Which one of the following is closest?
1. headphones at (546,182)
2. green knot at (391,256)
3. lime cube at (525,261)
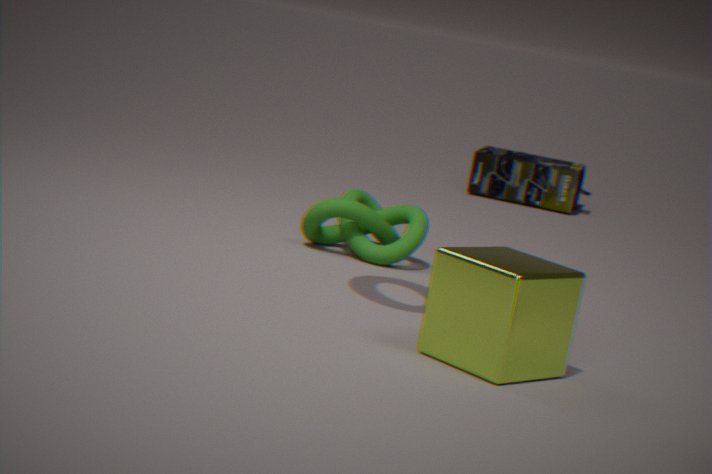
lime cube at (525,261)
